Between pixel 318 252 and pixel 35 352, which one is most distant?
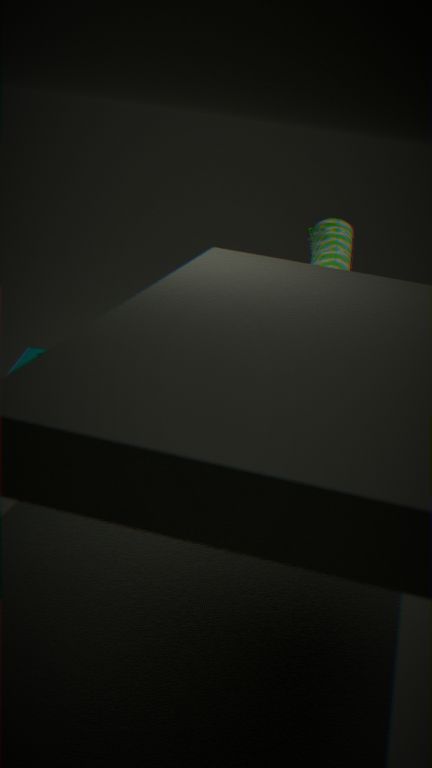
pixel 35 352
